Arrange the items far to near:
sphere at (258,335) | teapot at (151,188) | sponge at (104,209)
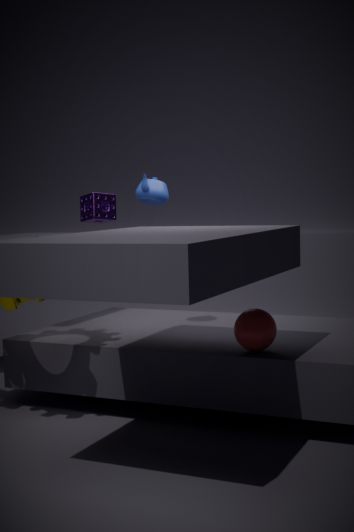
sponge at (104,209) → teapot at (151,188) → sphere at (258,335)
